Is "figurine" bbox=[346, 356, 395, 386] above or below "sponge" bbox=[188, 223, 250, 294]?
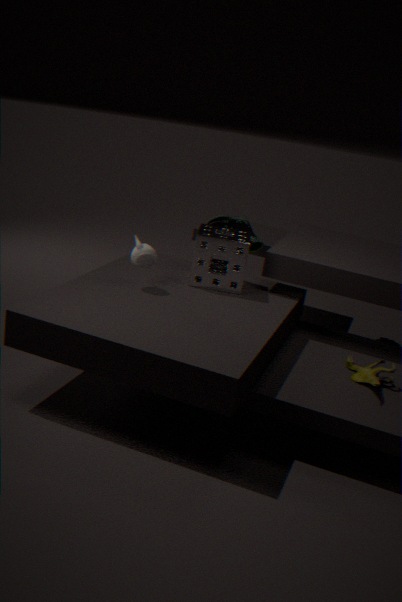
below
